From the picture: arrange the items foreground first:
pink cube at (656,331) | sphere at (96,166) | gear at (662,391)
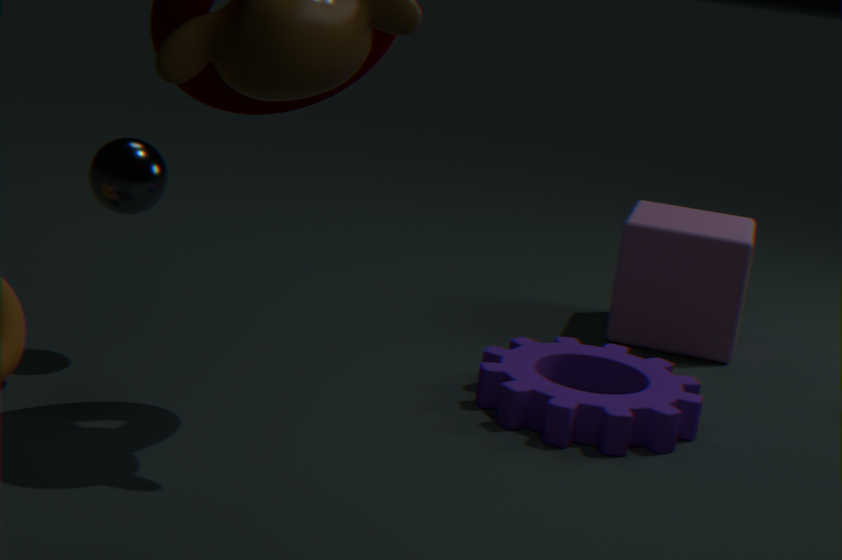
gear at (662,391)
sphere at (96,166)
pink cube at (656,331)
